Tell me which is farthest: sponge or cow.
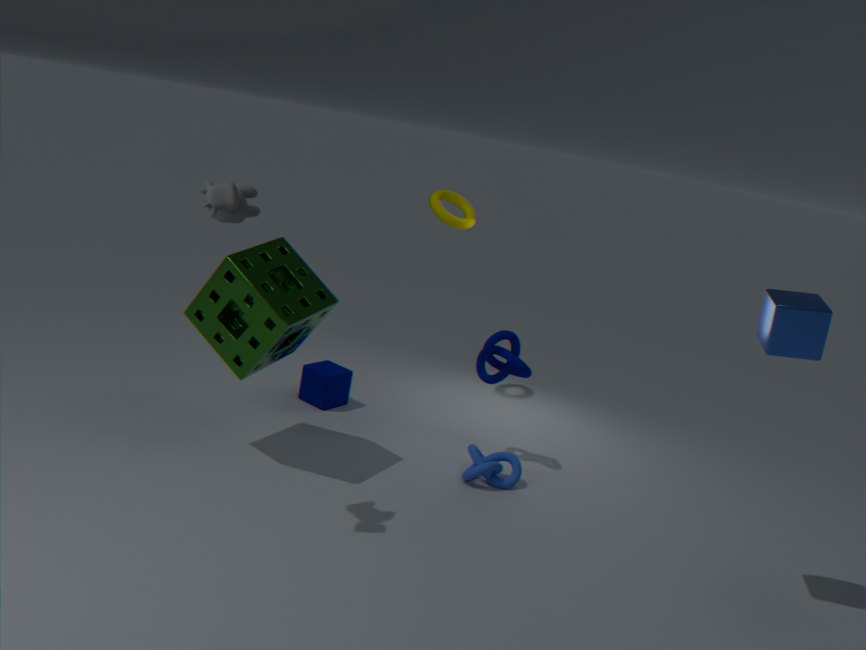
sponge
